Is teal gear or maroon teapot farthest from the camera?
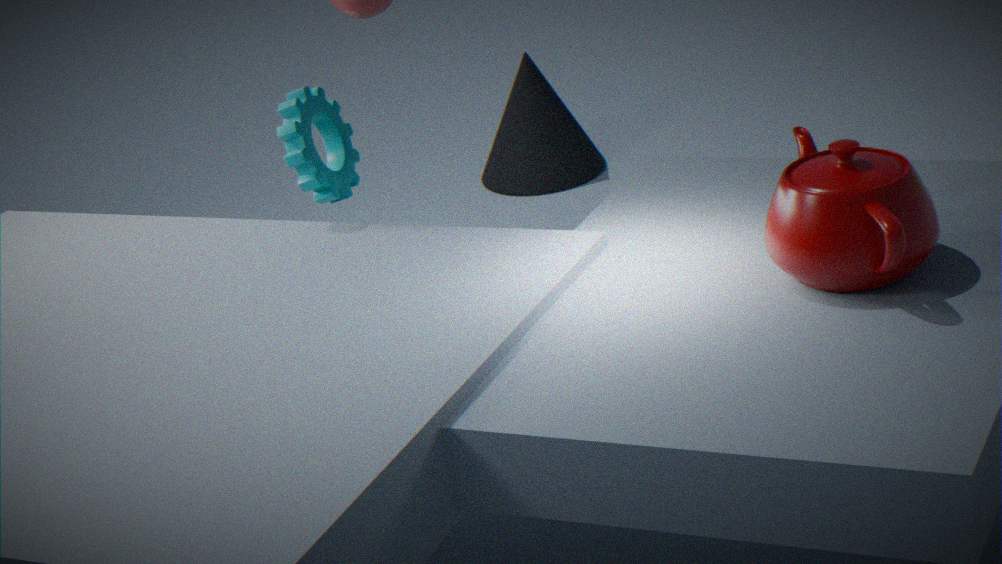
teal gear
